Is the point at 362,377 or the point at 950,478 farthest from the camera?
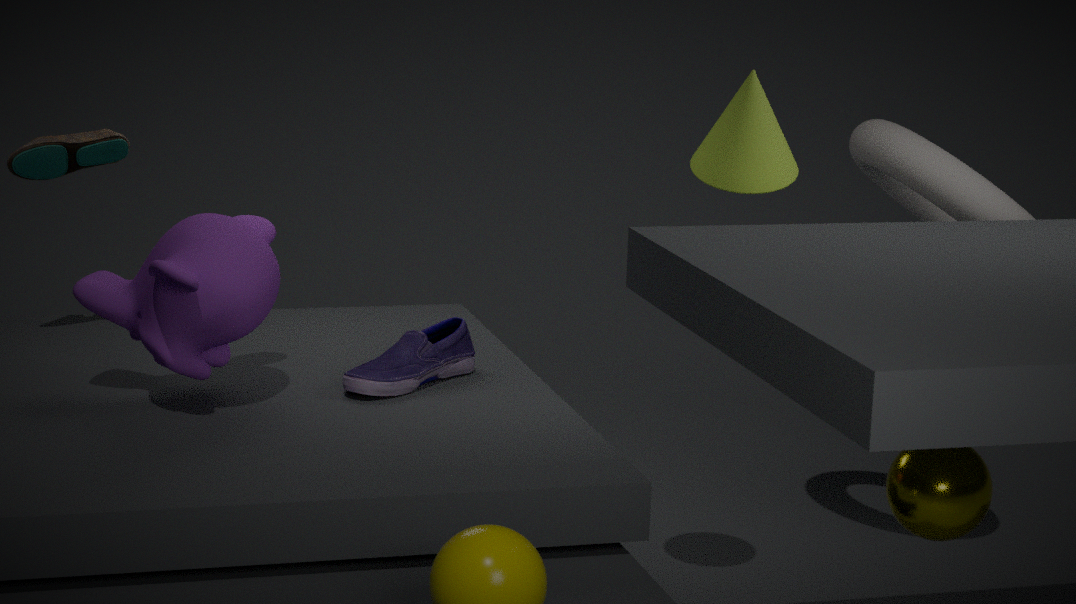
the point at 362,377
